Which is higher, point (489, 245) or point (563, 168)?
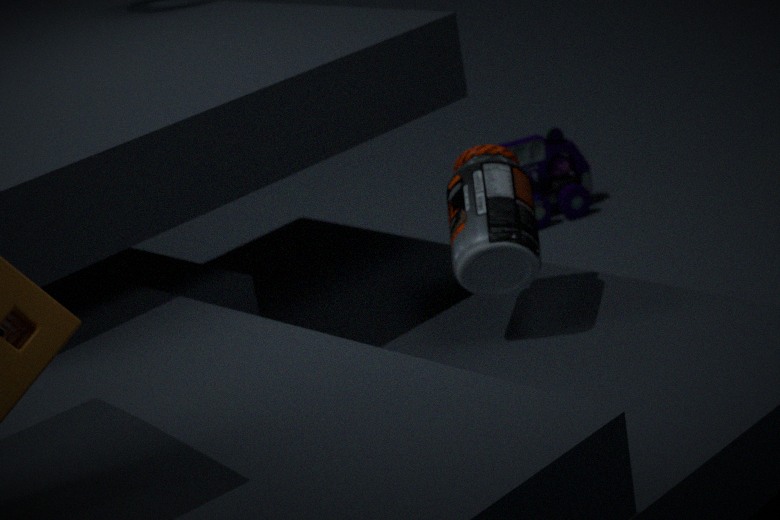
point (489, 245)
